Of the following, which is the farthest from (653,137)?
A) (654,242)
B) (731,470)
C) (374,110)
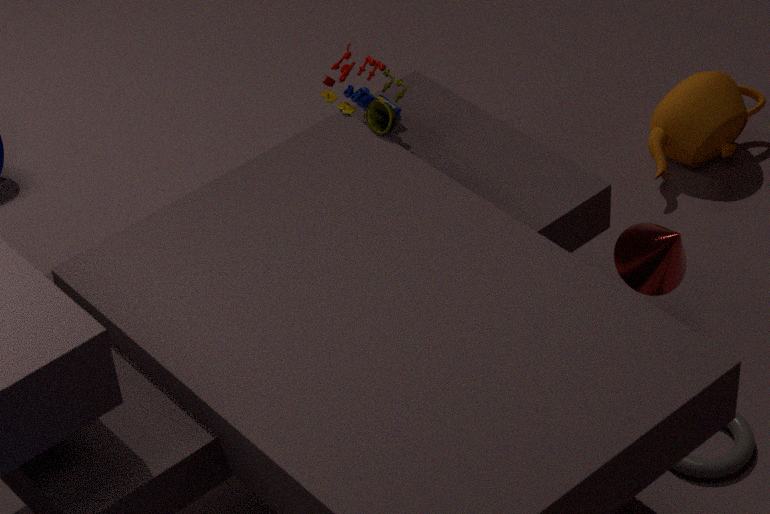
(731,470)
